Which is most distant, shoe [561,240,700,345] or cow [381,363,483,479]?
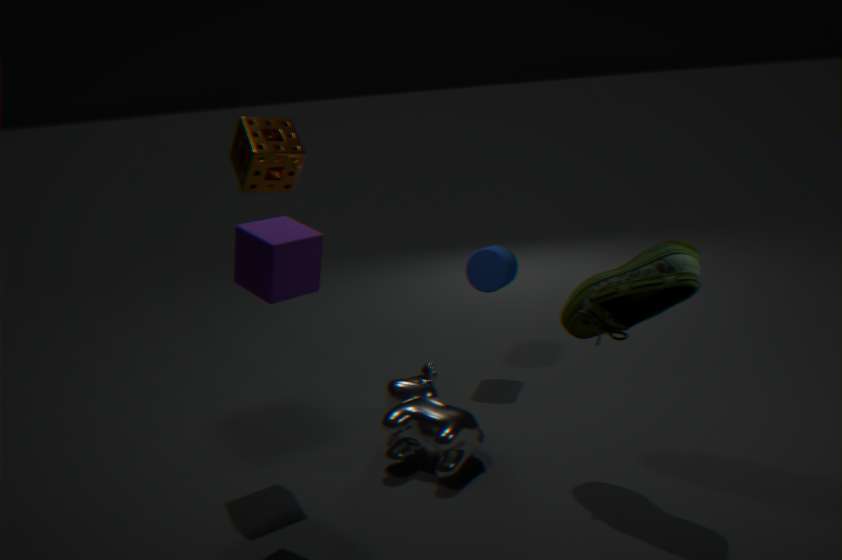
cow [381,363,483,479]
